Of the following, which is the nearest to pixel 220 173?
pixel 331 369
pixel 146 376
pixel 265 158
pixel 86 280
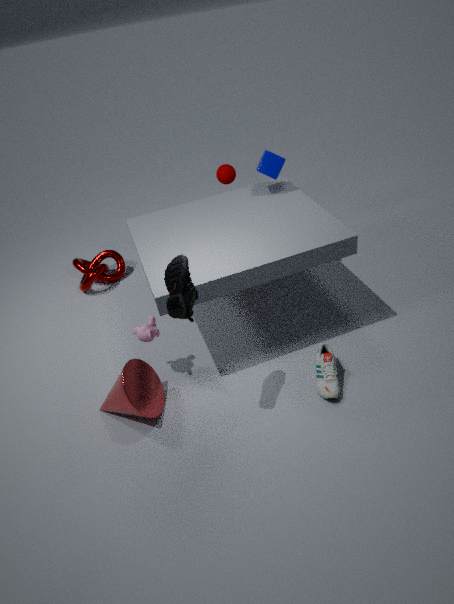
pixel 265 158
